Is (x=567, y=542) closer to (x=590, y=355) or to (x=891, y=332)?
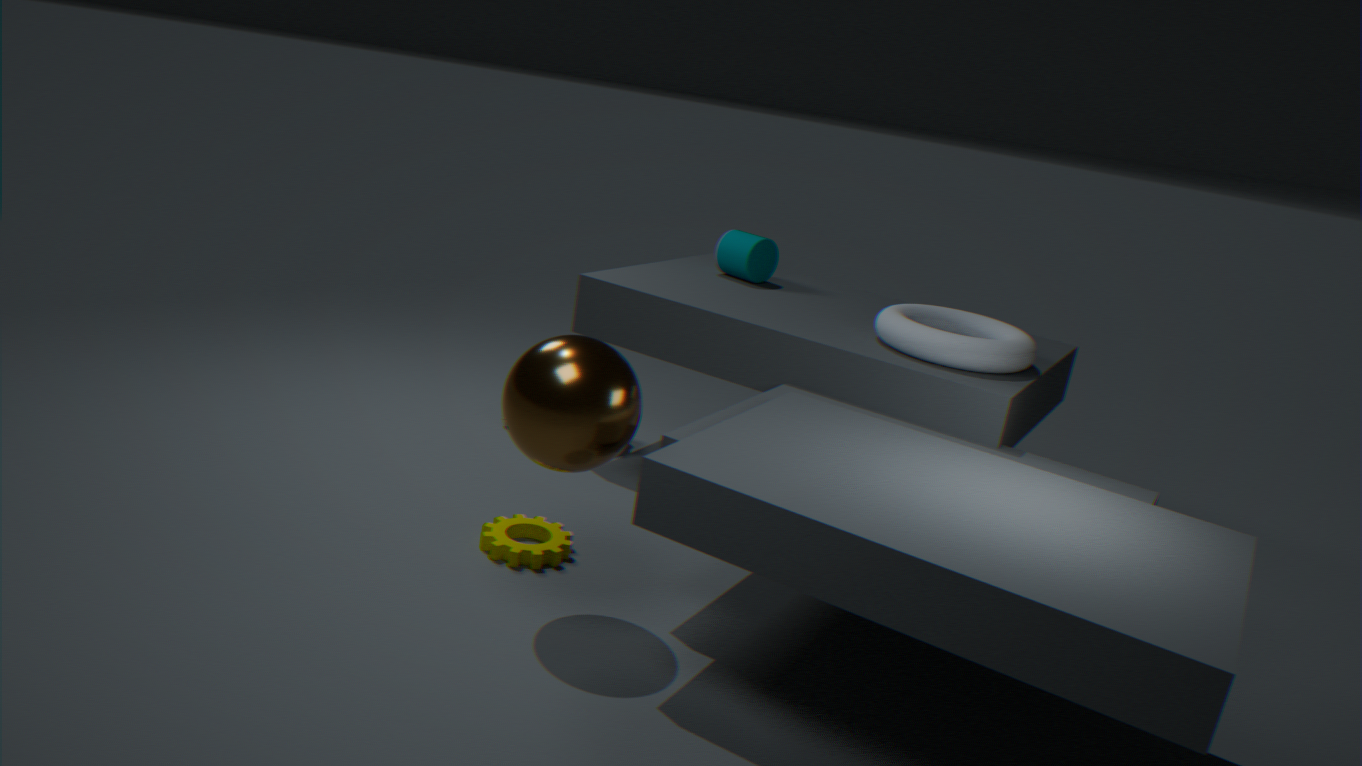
(x=590, y=355)
